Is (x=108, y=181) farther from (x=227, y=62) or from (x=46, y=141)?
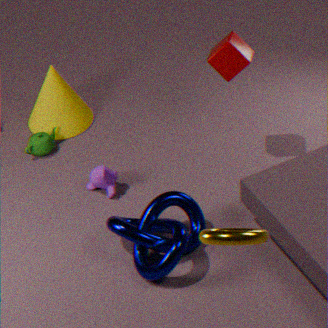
(x=227, y=62)
